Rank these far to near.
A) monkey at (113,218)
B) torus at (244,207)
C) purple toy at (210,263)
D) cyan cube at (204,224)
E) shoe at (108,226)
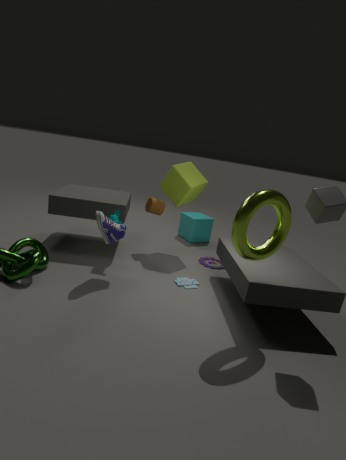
cyan cube at (204,224)
purple toy at (210,263)
monkey at (113,218)
shoe at (108,226)
torus at (244,207)
